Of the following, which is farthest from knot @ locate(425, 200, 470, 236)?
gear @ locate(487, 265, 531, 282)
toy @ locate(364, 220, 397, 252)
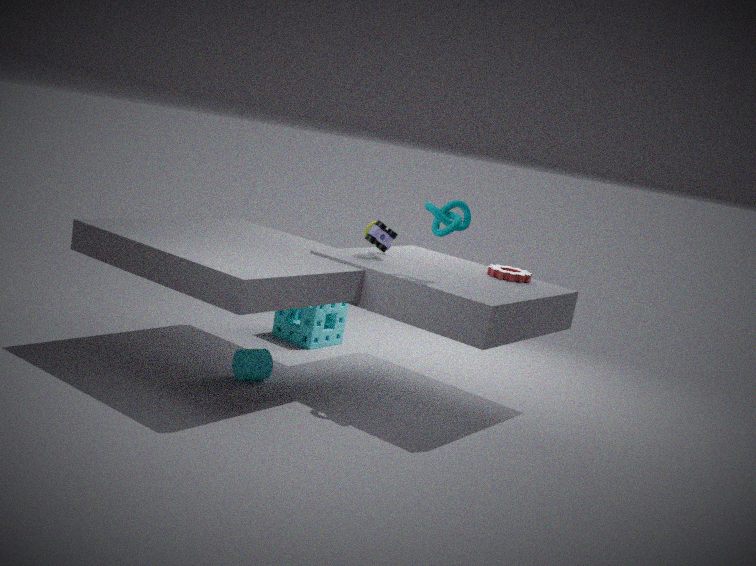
gear @ locate(487, 265, 531, 282)
